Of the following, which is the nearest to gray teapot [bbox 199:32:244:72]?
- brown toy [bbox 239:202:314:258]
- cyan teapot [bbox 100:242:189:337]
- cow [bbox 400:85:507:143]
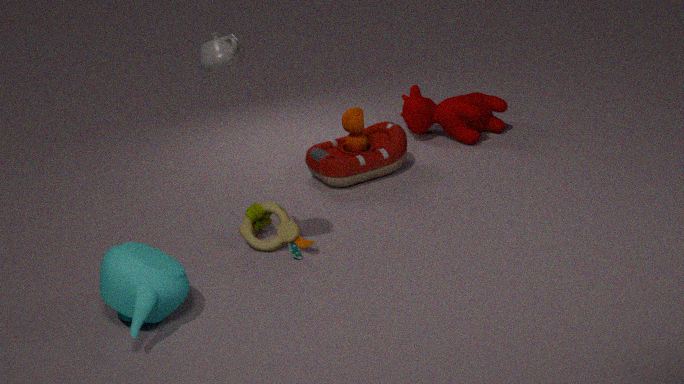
cyan teapot [bbox 100:242:189:337]
